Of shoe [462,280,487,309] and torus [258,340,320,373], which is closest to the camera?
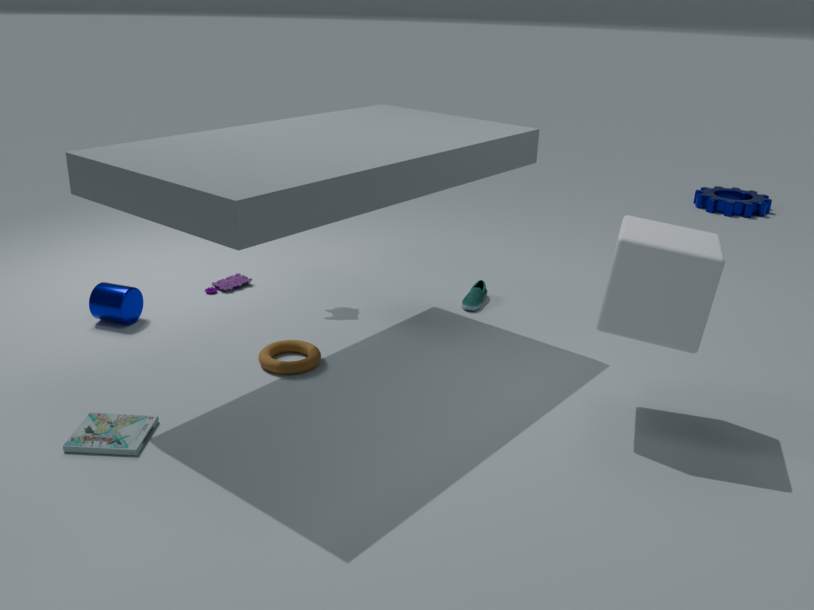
torus [258,340,320,373]
